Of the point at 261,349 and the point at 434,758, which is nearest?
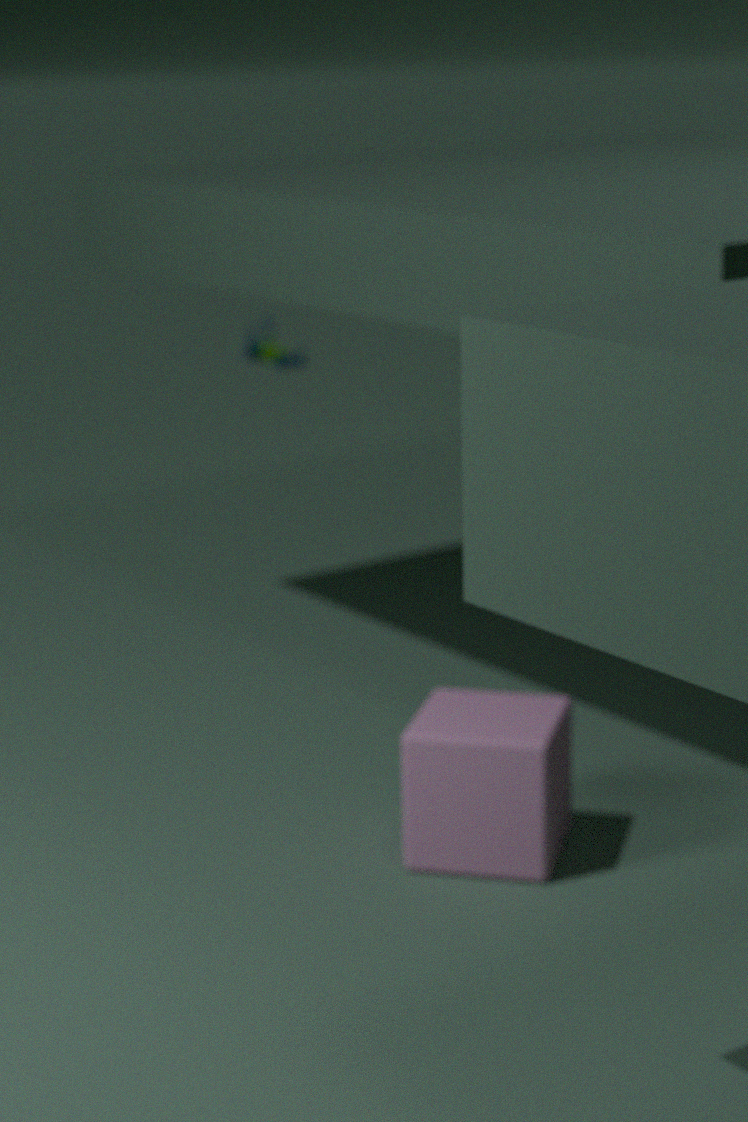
the point at 434,758
